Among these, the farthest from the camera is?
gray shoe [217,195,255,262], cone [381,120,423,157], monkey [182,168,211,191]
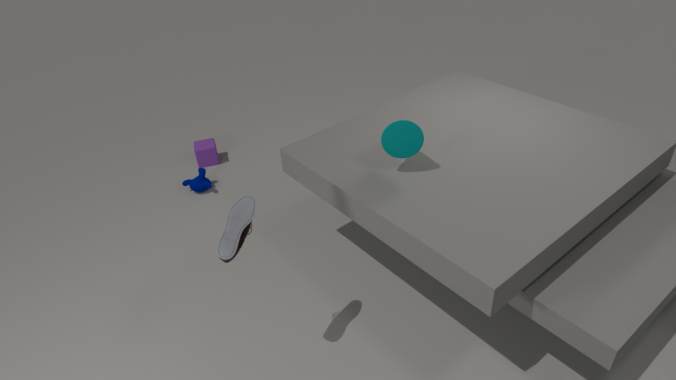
monkey [182,168,211,191]
